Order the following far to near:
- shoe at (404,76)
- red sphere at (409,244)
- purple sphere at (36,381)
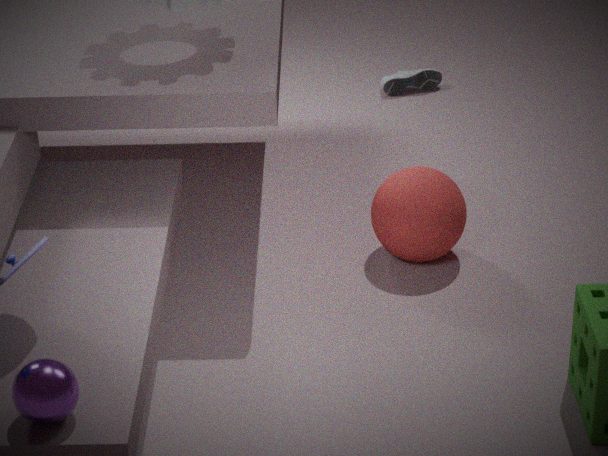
shoe at (404,76) < red sphere at (409,244) < purple sphere at (36,381)
